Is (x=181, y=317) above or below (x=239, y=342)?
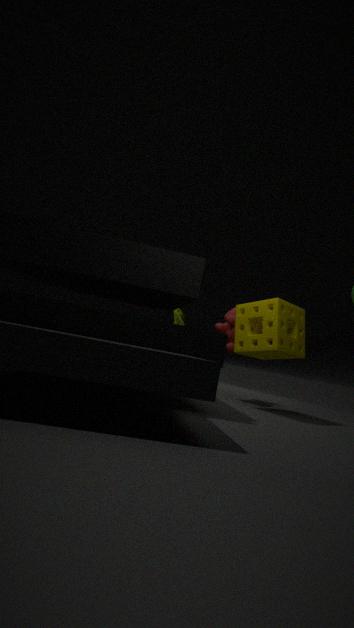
above
